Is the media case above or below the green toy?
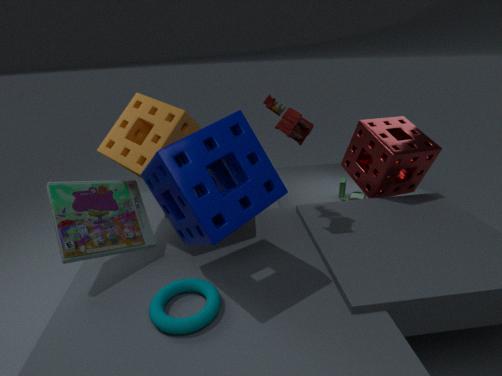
above
